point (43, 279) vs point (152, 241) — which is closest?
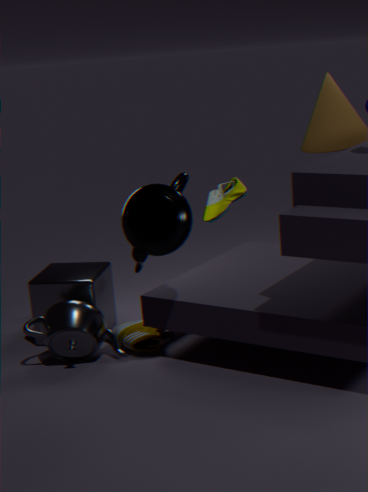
point (152, 241)
